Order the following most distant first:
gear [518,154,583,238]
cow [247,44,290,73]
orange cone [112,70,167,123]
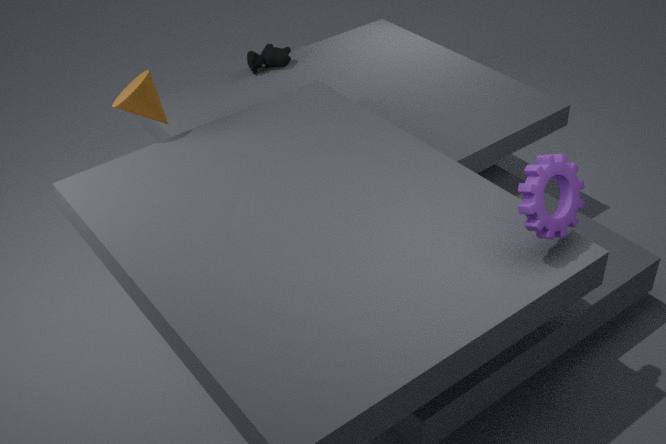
cow [247,44,290,73], orange cone [112,70,167,123], gear [518,154,583,238]
